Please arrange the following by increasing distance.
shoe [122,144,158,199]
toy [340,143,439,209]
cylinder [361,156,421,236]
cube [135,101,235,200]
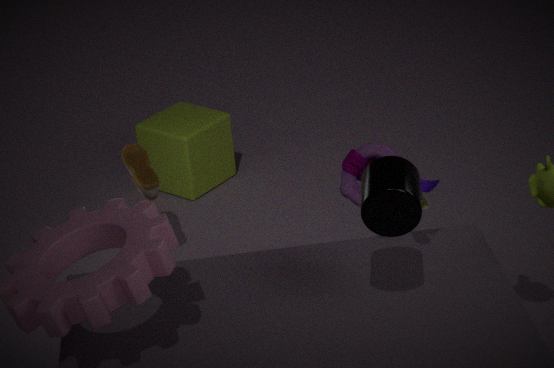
cylinder [361,156,421,236]
toy [340,143,439,209]
shoe [122,144,158,199]
cube [135,101,235,200]
